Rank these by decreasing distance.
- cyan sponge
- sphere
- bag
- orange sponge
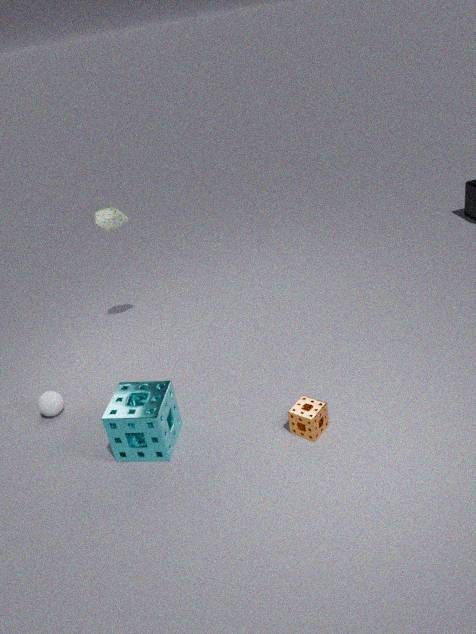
bag, sphere, orange sponge, cyan sponge
